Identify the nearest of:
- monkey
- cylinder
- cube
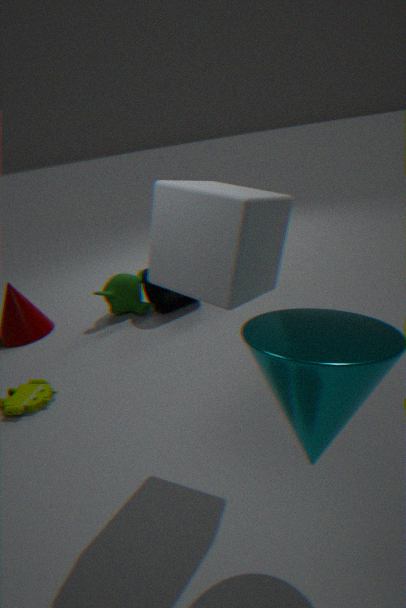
cube
